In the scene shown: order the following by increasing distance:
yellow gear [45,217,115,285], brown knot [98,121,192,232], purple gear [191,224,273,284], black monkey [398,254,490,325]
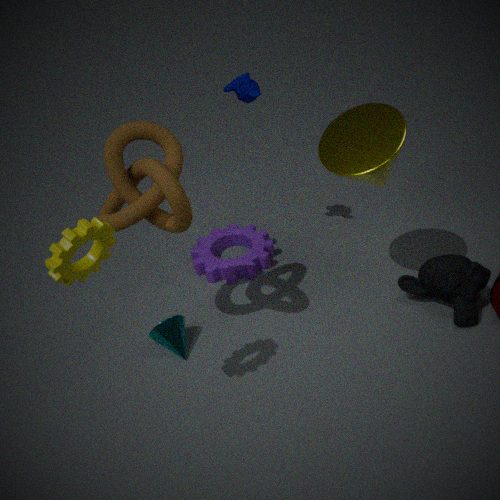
1. yellow gear [45,217,115,285]
2. brown knot [98,121,192,232]
3. black monkey [398,254,490,325]
4. purple gear [191,224,273,284]
